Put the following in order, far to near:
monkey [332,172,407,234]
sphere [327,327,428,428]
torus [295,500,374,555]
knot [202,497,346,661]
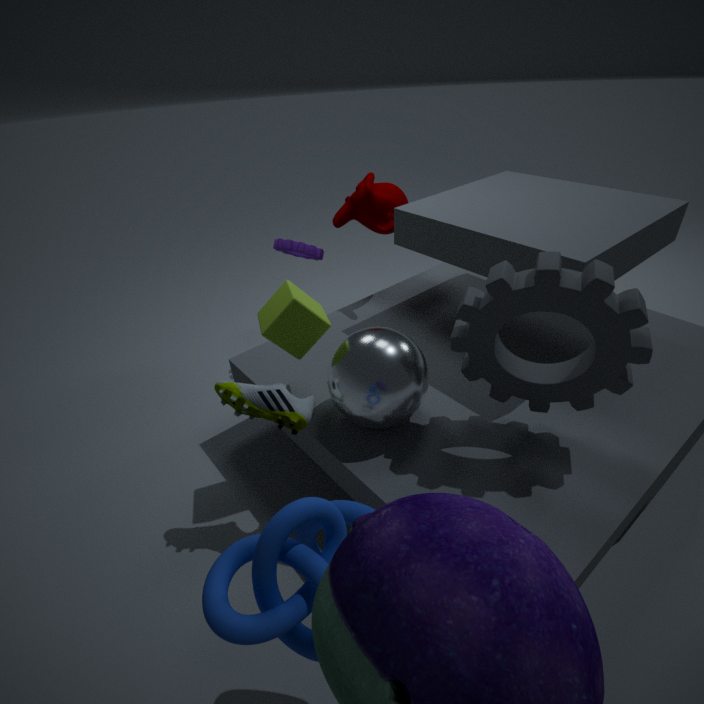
monkey [332,172,407,234]
sphere [327,327,428,428]
torus [295,500,374,555]
knot [202,497,346,661]
